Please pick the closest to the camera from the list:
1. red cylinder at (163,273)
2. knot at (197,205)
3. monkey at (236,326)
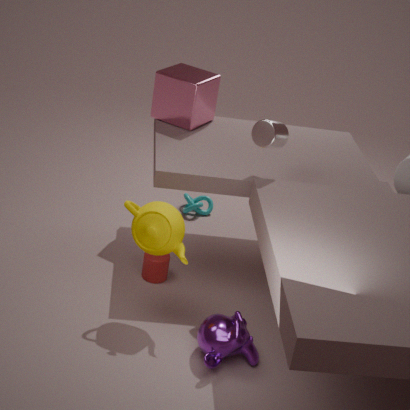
monkey at (236,326)
